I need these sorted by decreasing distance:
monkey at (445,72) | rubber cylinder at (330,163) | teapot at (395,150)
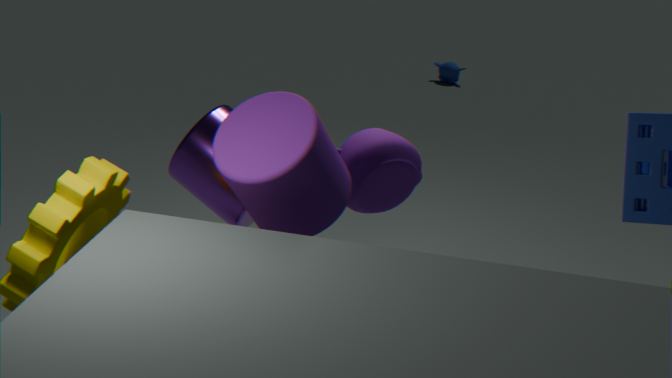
monkey at (445,72) → teapot at (395,150) → rubber cylinder at (330,163)
